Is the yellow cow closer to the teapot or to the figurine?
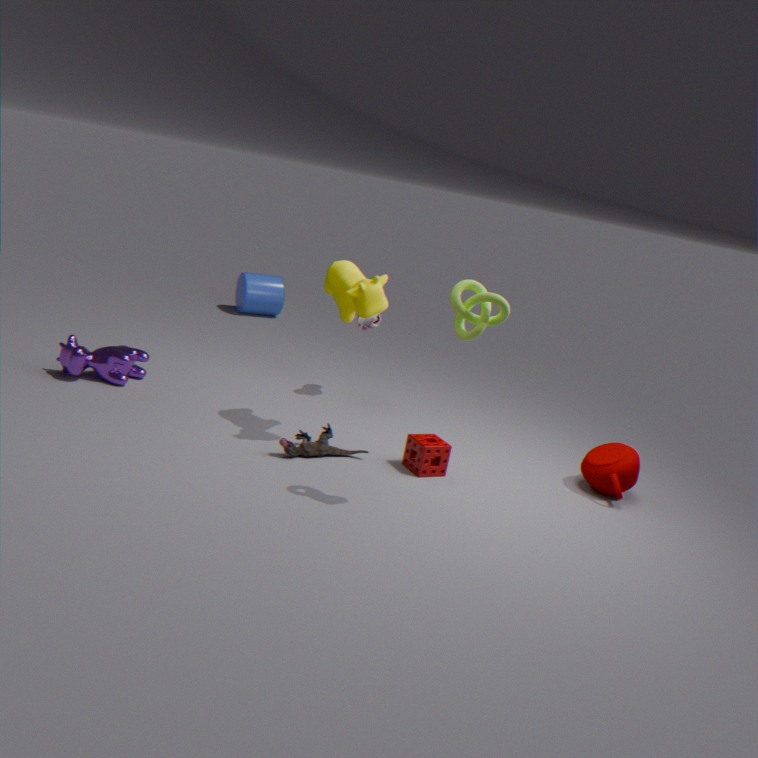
the figurine
